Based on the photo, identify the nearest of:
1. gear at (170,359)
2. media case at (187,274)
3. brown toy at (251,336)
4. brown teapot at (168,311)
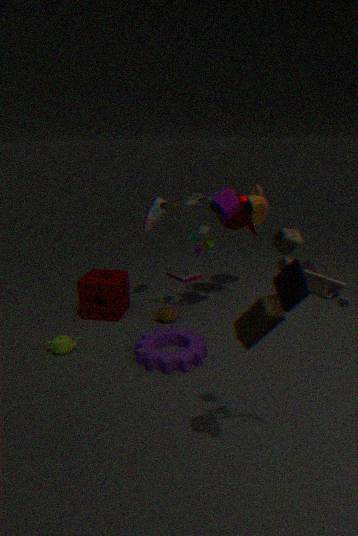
brown toy at (251,336)
